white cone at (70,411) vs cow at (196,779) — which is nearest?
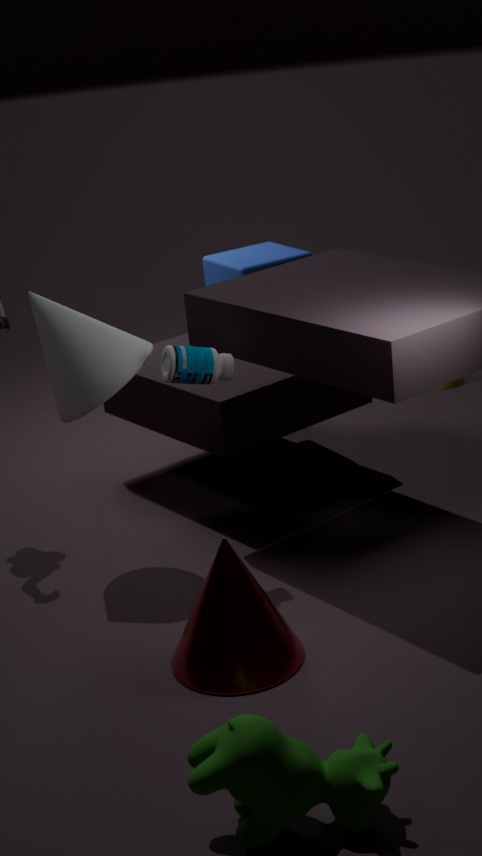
cow at (196,779)
